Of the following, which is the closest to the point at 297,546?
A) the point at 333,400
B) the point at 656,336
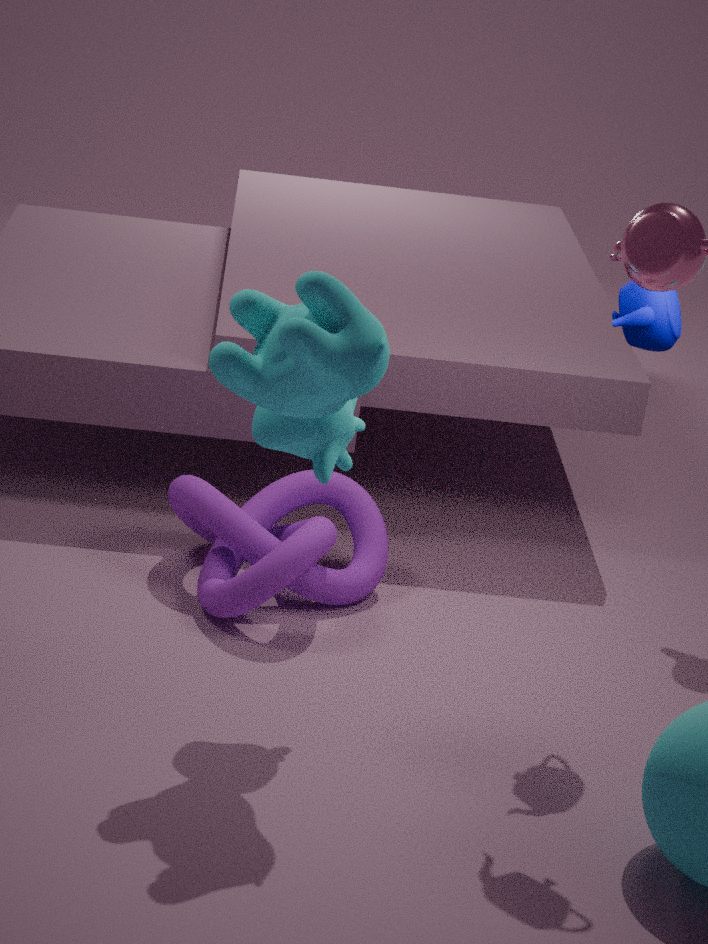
the point at 333,400
